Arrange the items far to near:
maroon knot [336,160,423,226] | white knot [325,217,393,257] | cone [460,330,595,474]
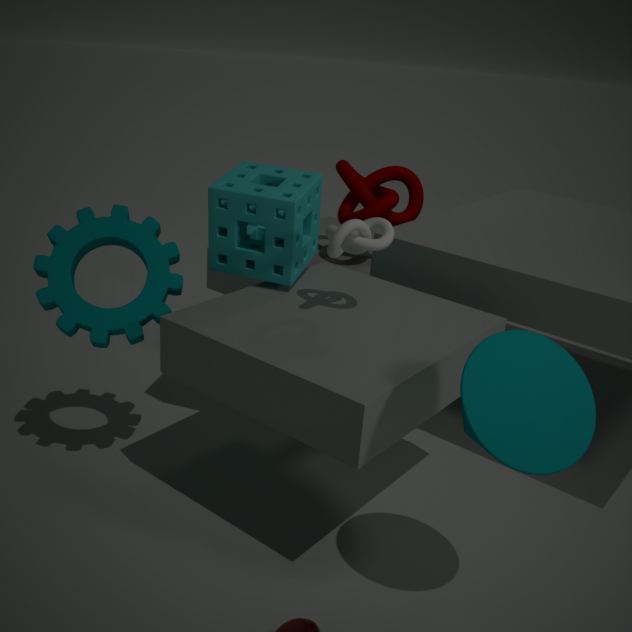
1. maroon knot [336,160,423,226]
2. white knot [325,217,393,257]
3. cone [460,330,595,474]
